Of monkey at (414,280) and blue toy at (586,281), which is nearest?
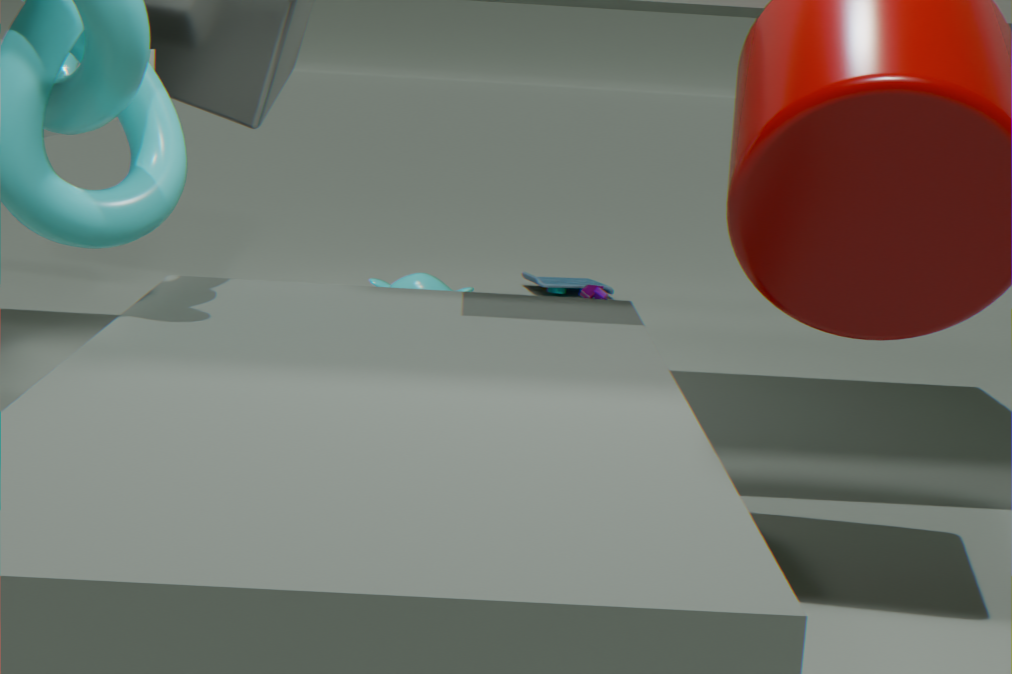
monkey at (414,280)
